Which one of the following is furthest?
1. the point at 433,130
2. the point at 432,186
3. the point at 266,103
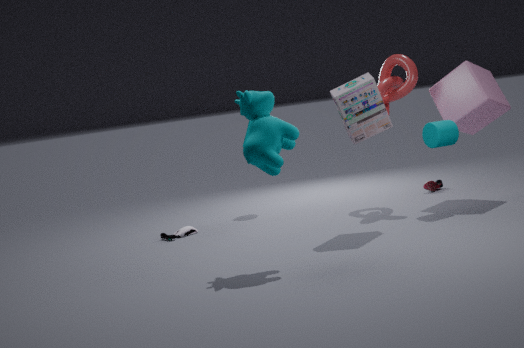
the point at 432,186
